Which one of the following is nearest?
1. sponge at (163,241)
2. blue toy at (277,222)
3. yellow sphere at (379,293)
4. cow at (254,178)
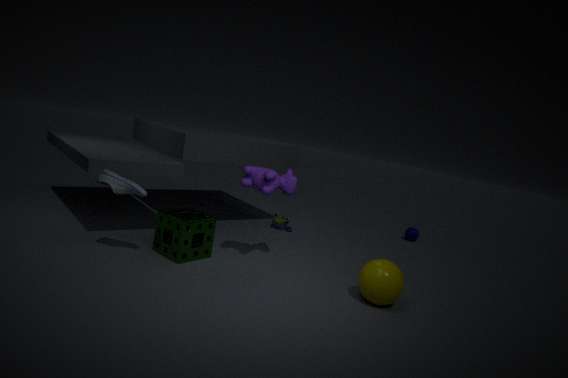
→ yellow sphere at (379,293)
